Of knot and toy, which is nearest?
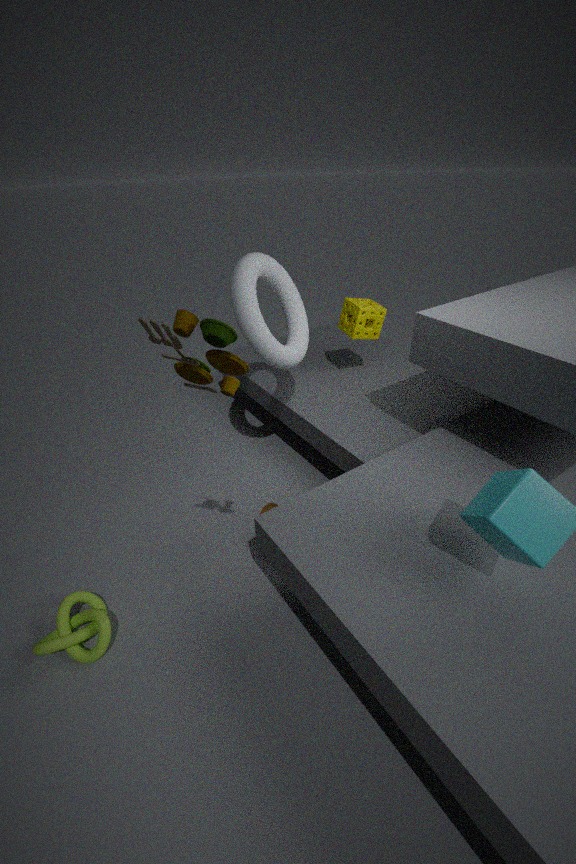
toy
